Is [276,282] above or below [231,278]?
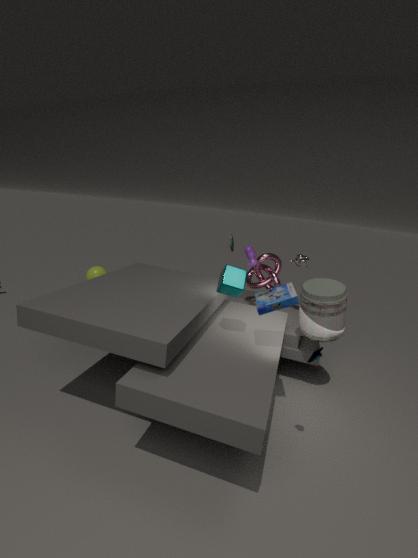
below
